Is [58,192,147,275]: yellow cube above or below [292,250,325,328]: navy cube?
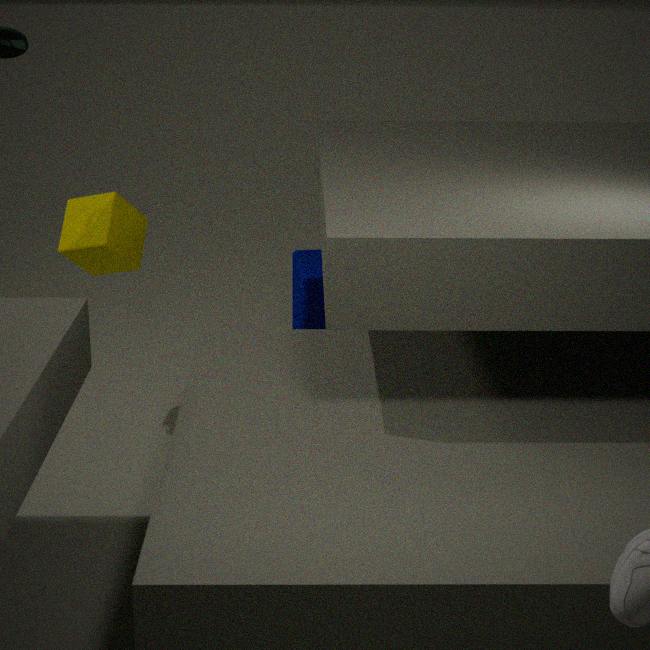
above
